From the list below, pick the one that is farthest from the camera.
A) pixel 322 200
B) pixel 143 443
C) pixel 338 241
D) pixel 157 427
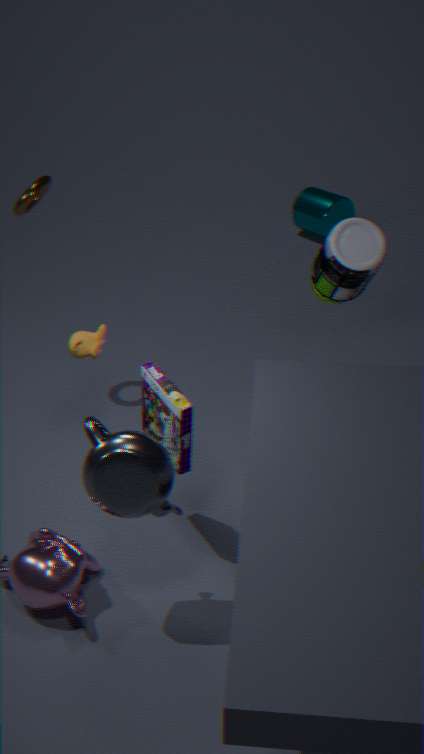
pixel 322 200
